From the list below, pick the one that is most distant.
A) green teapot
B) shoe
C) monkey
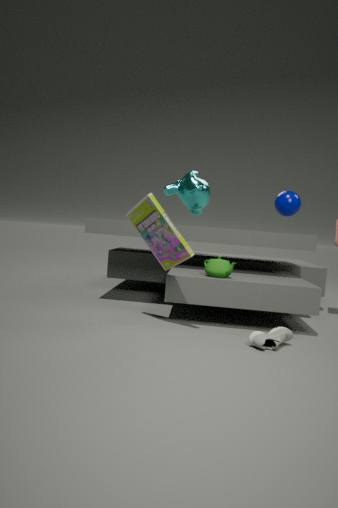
monkey
